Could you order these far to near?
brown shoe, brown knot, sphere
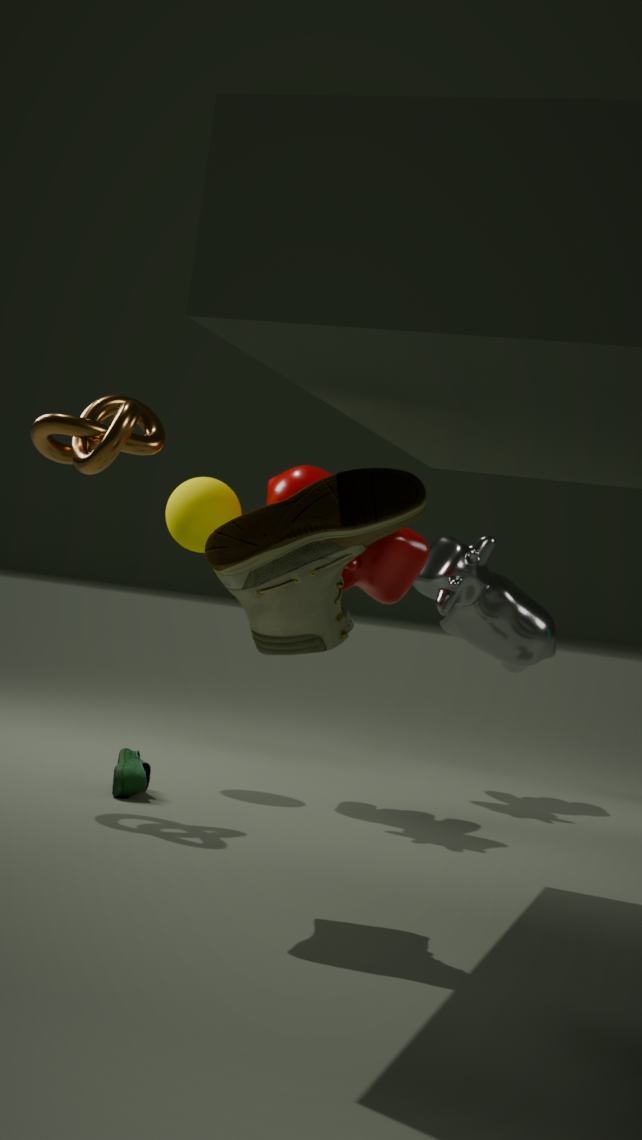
1. sphere
2. brown knot
3. brown shoe
